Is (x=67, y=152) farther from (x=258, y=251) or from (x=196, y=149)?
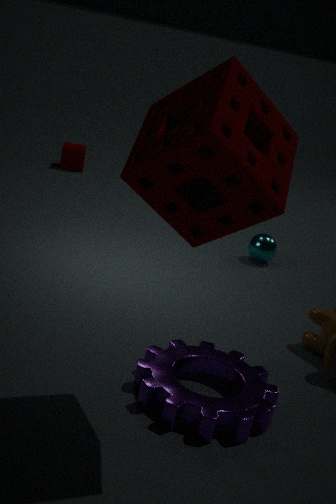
(x=196, y=149)
